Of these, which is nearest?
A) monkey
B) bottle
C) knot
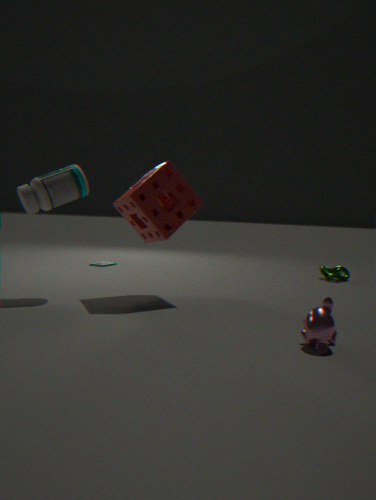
monkey
